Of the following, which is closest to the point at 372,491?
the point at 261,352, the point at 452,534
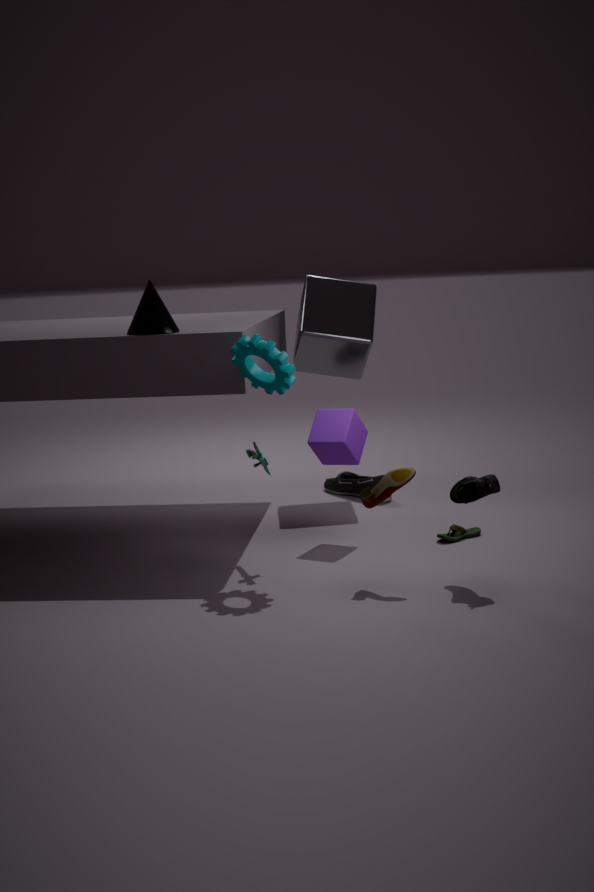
the point at 261,352
